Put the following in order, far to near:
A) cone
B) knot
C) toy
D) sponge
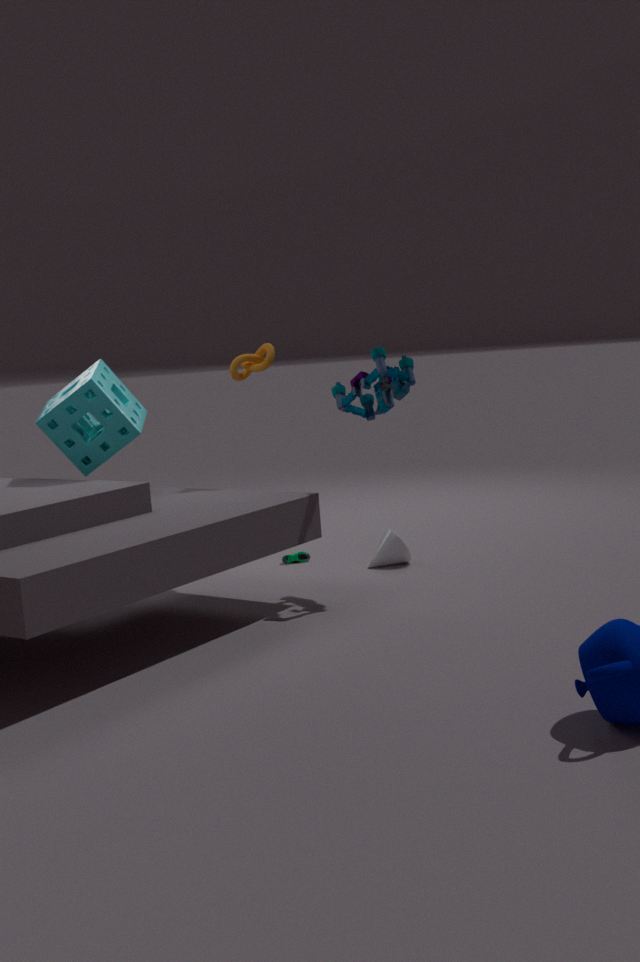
cone → knot → sponge → toy
